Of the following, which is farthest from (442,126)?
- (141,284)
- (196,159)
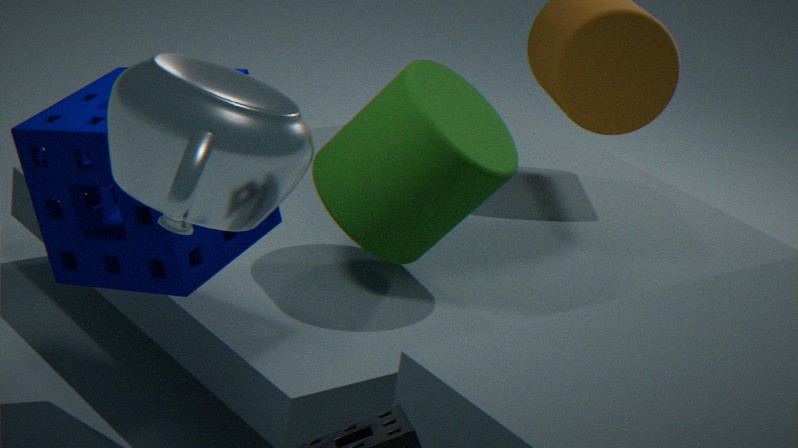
(196,159)
